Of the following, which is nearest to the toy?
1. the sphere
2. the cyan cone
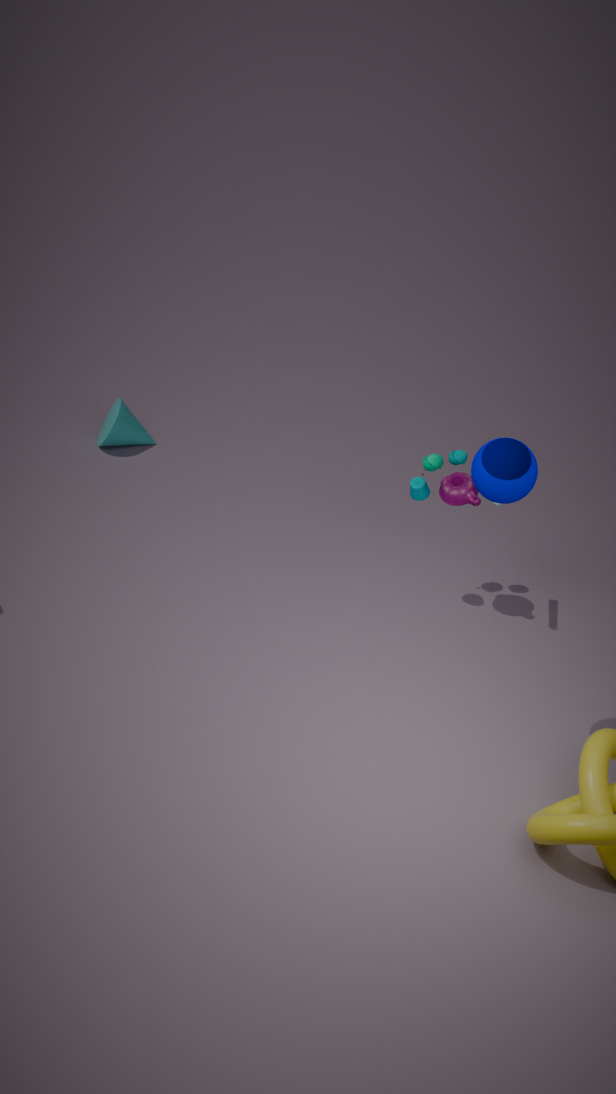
the sphere
